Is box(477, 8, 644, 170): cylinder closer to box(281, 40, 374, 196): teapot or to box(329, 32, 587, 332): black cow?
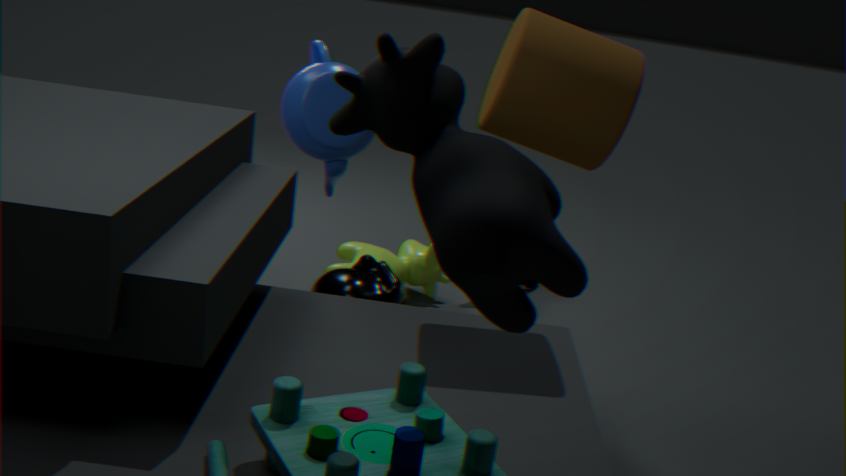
box(281, 40, 374, 196): teapot
